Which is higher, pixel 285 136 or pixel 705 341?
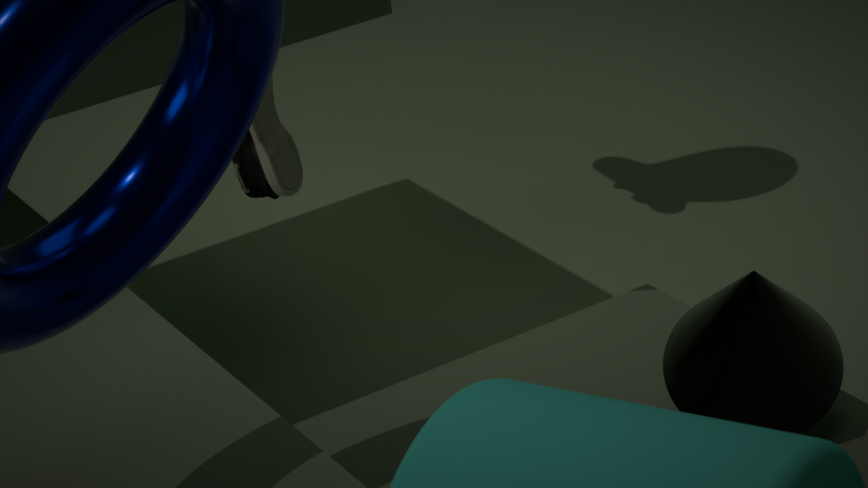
pixel 285 136
